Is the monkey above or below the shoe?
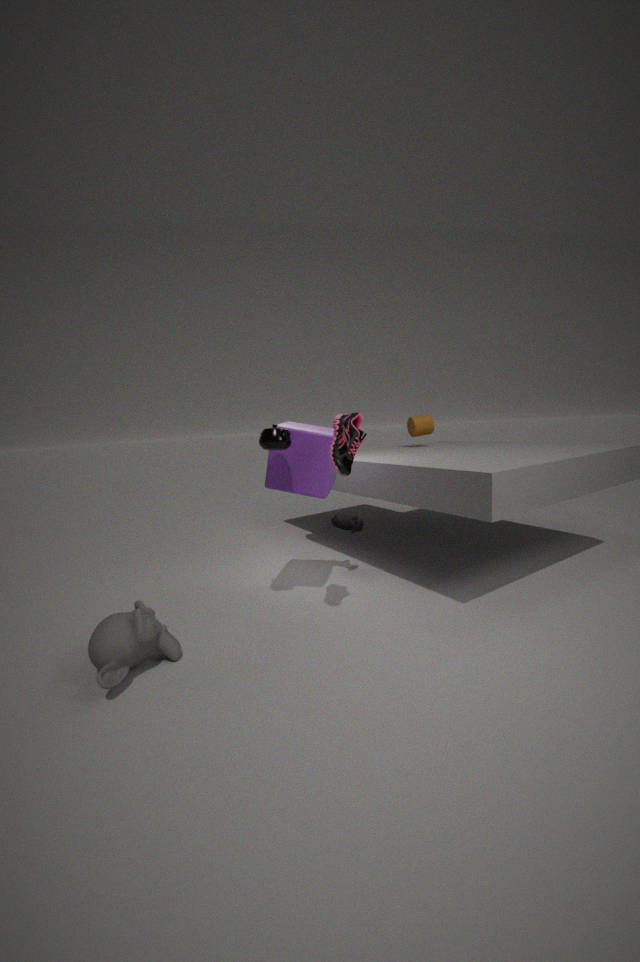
below
